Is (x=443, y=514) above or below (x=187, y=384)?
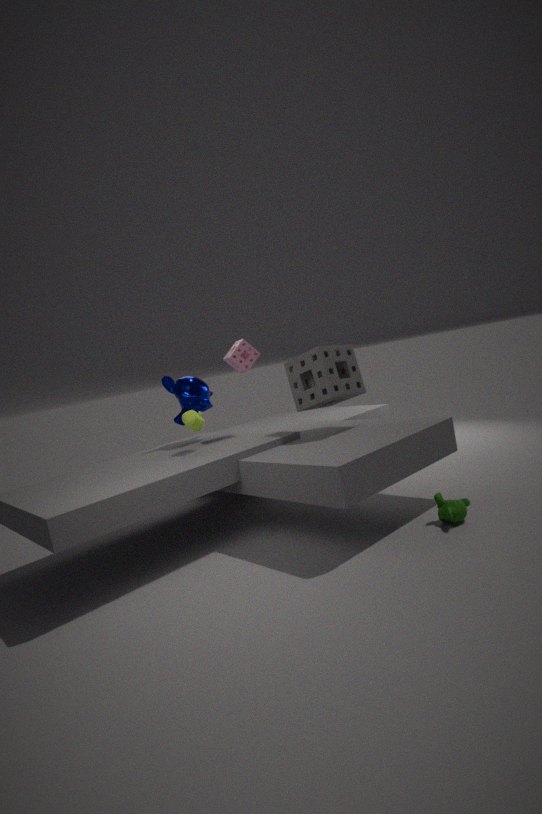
below
